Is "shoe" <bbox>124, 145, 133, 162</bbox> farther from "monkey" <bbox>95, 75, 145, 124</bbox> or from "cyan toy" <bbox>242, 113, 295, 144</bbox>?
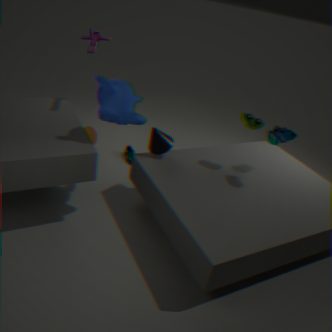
"cyan toy" <bbox>242, 113, 295, 144</bbox>
